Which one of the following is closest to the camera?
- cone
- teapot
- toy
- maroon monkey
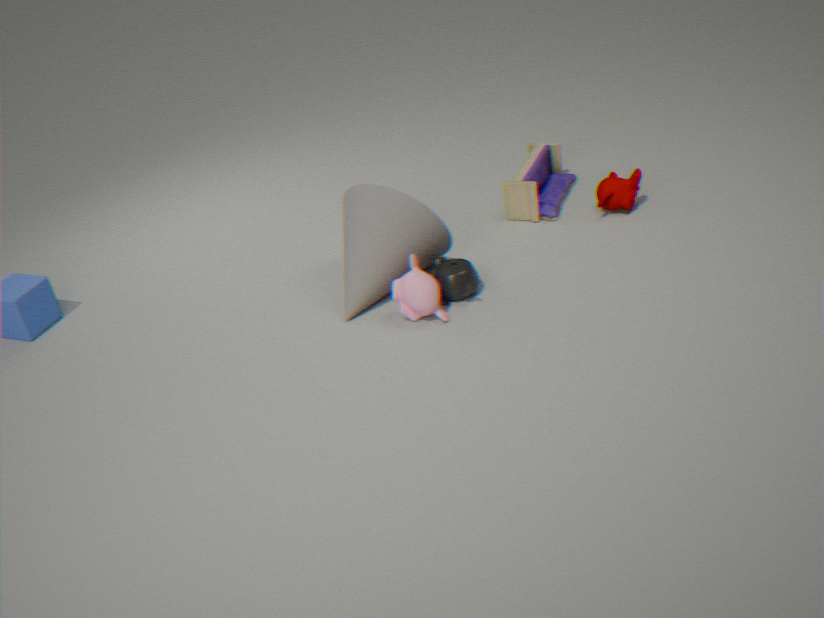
teapot
